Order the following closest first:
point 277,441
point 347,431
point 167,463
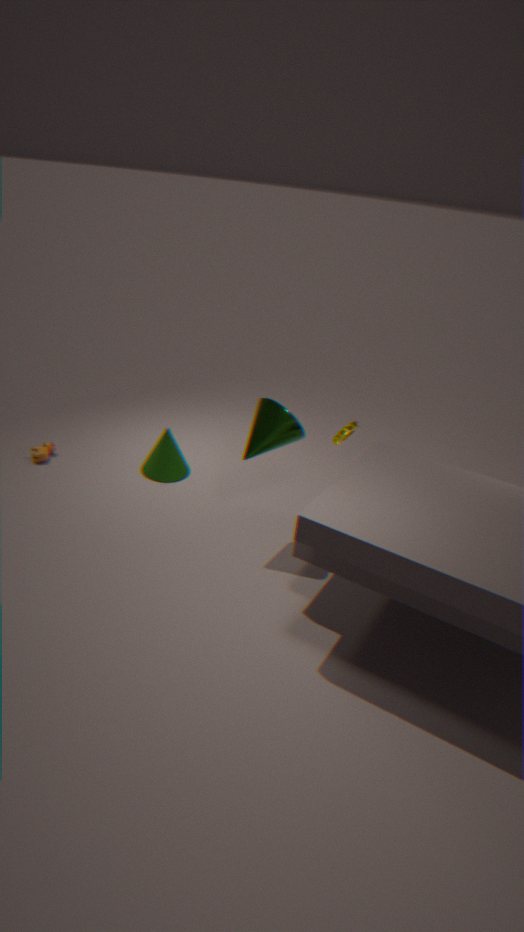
1. point 277,441
2. point 347,431
3. point 167,463
